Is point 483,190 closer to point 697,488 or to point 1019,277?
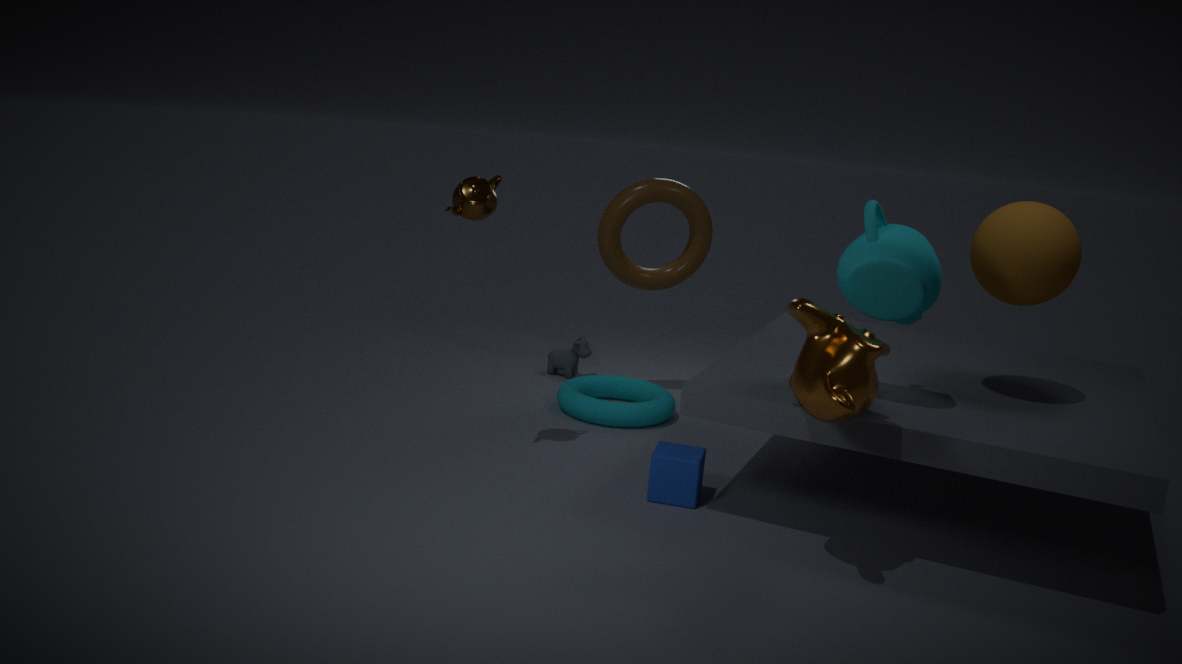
point 697,488
